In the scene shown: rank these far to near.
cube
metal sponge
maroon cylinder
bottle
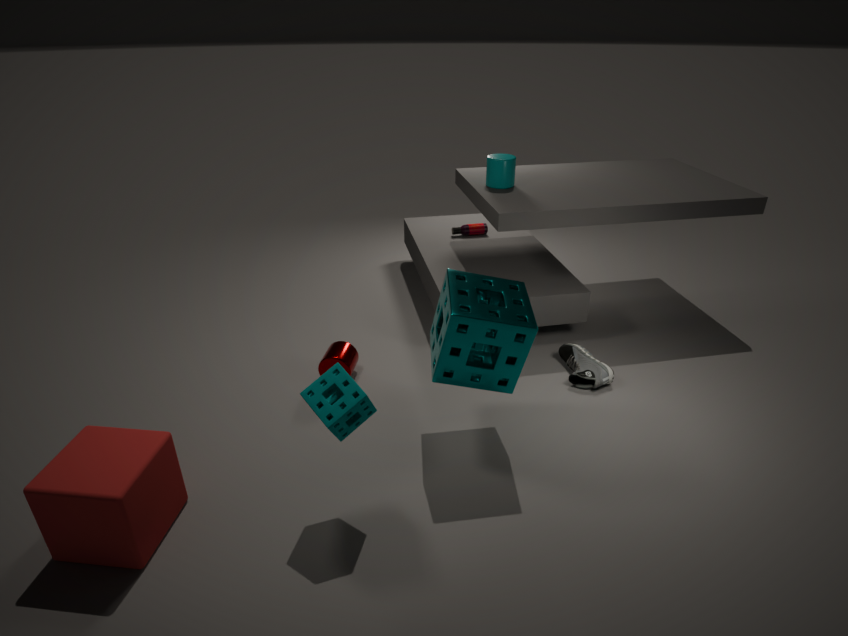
bottle, maroon cylinder, metal sponge, cube
